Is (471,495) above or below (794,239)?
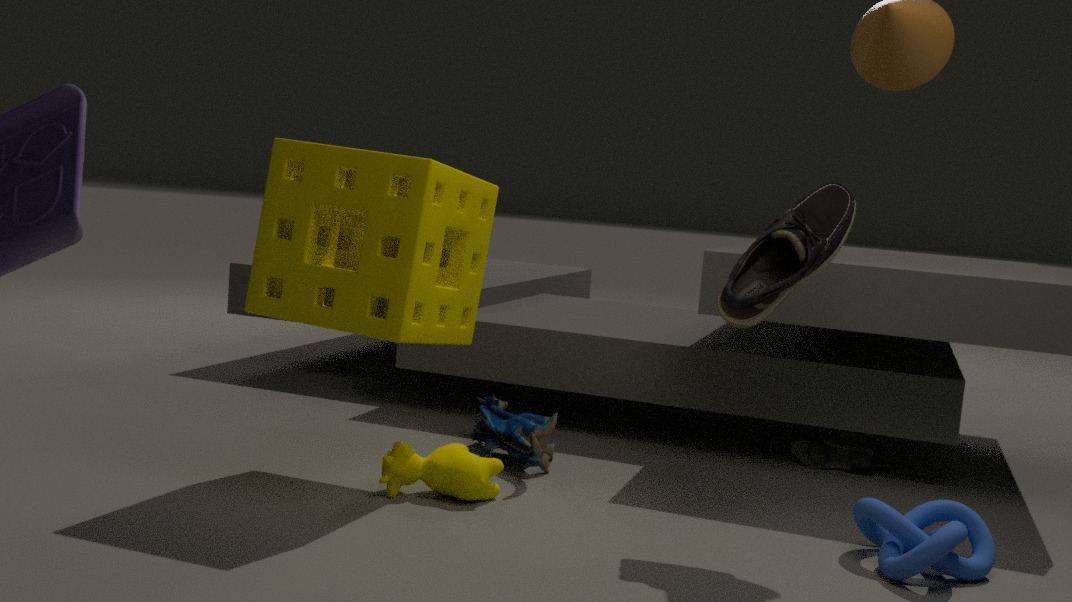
below
